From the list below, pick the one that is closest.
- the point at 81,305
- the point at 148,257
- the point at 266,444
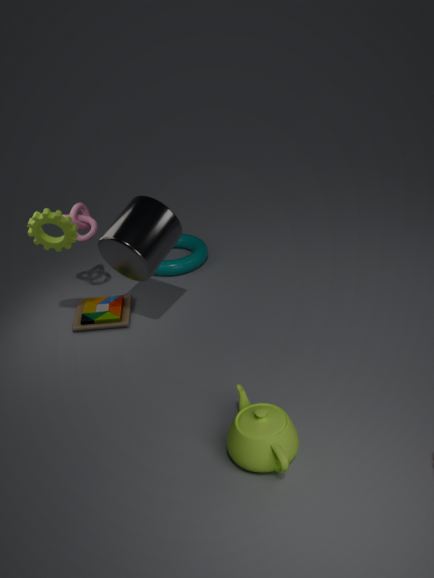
the point at 266,444
